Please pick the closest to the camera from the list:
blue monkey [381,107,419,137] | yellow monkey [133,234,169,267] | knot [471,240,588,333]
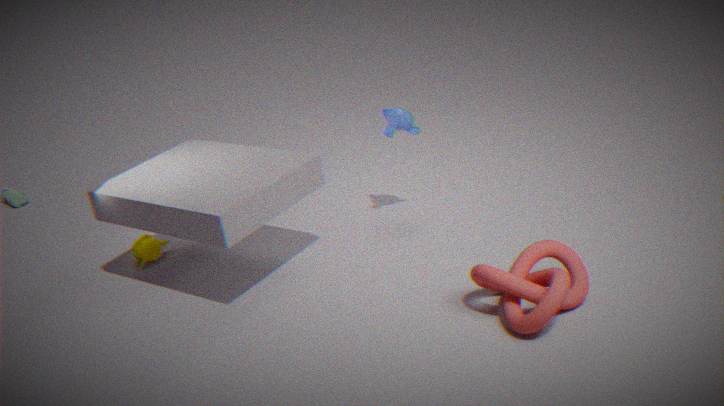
knot [471,240,588,333]
